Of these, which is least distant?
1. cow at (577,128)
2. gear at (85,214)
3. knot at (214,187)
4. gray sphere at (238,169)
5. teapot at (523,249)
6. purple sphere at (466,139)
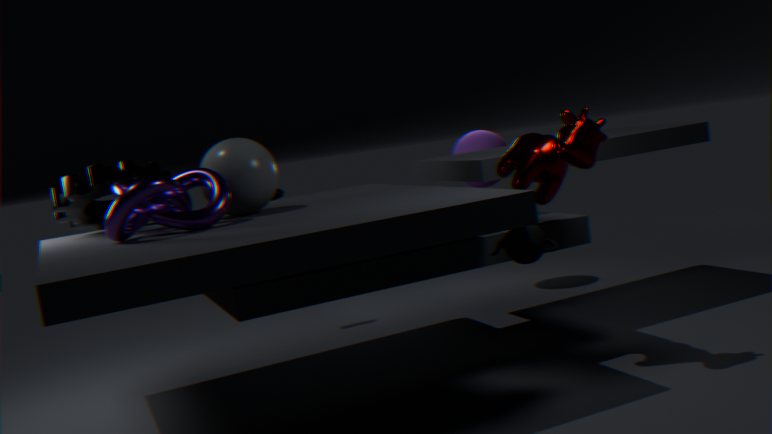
teapot at (523,249)
